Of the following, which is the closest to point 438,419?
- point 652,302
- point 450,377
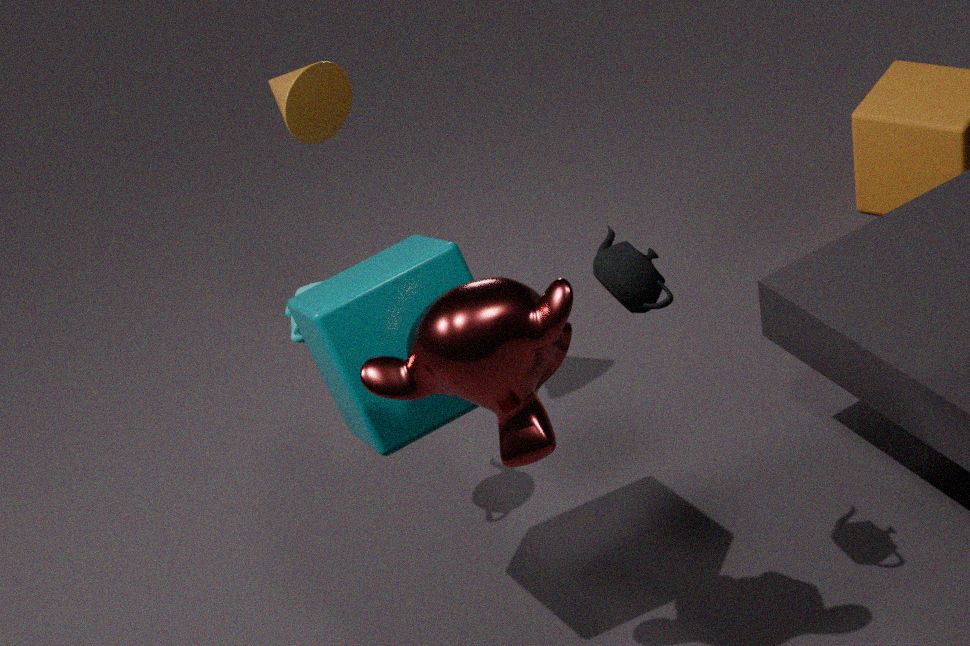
point 450,377
